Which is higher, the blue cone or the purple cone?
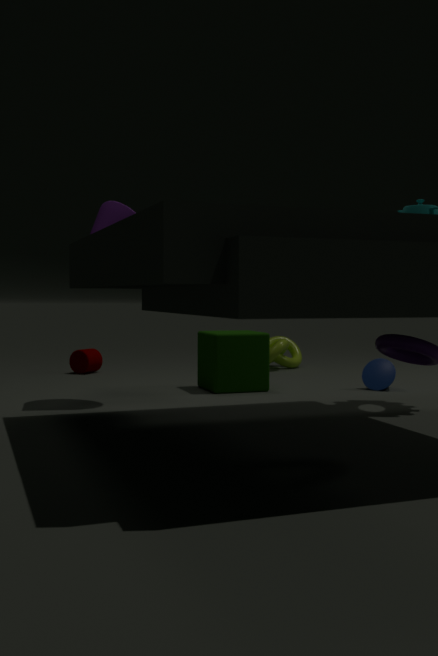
the purple cone
